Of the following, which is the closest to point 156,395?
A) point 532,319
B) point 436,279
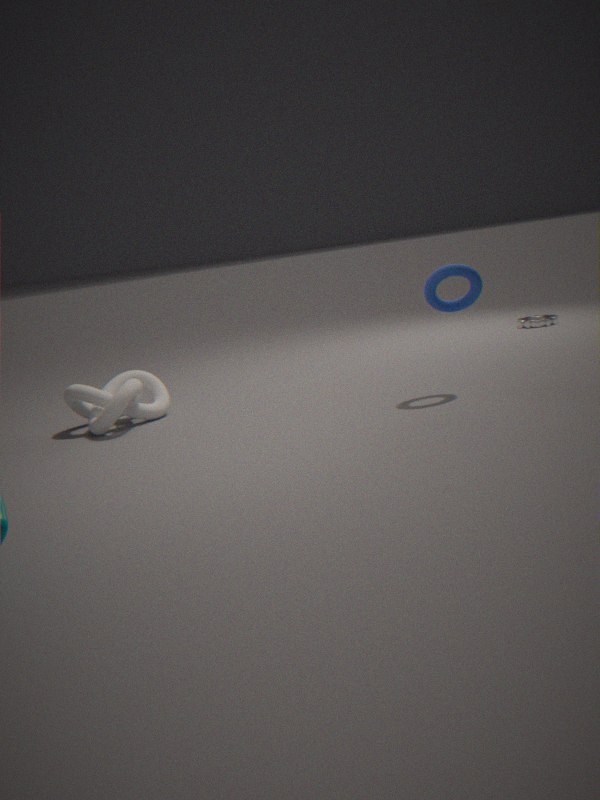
point 436,279
